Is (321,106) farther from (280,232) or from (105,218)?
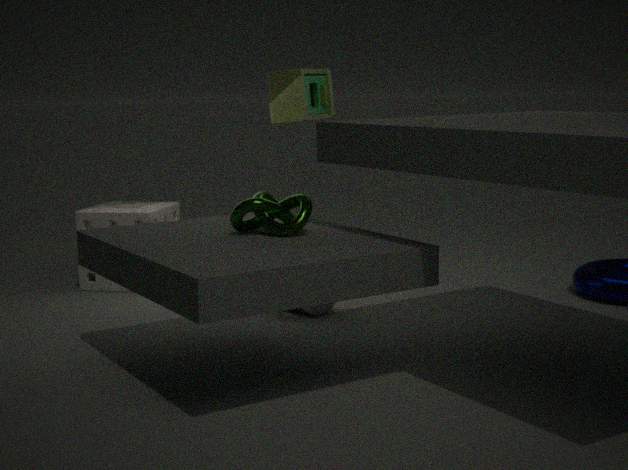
(280,232)
